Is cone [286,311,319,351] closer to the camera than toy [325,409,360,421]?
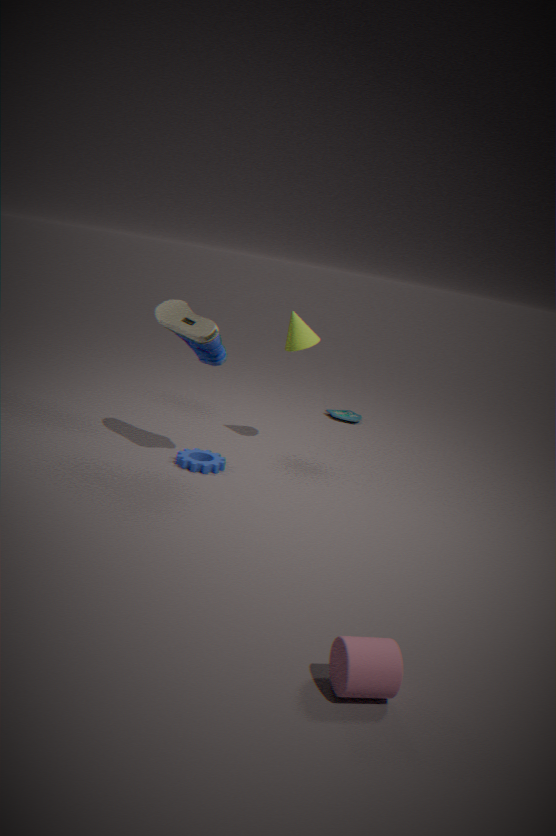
Yes
